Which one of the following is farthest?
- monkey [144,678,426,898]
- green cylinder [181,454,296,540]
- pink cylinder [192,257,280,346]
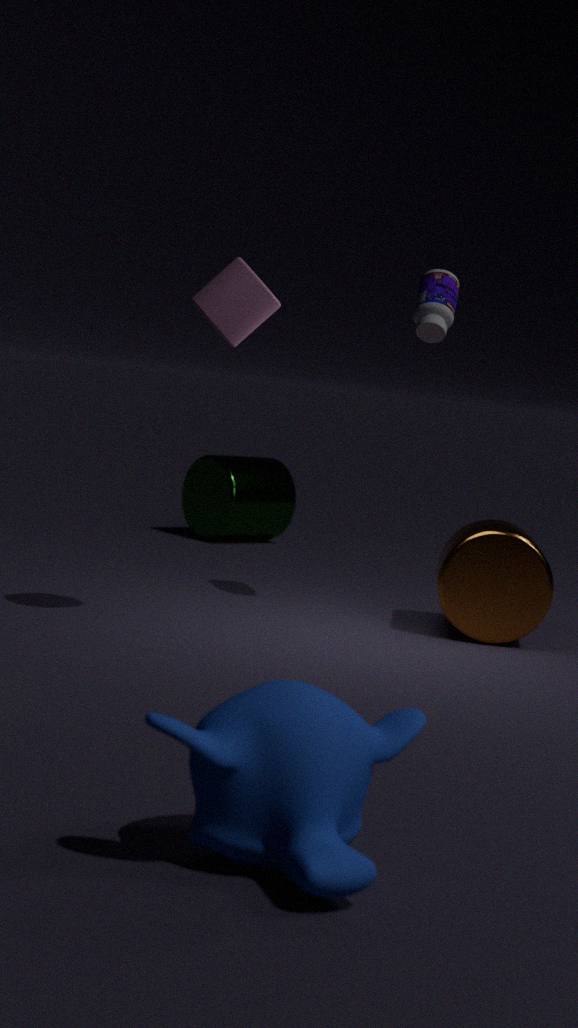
green cylinder [181,454,296,540]
